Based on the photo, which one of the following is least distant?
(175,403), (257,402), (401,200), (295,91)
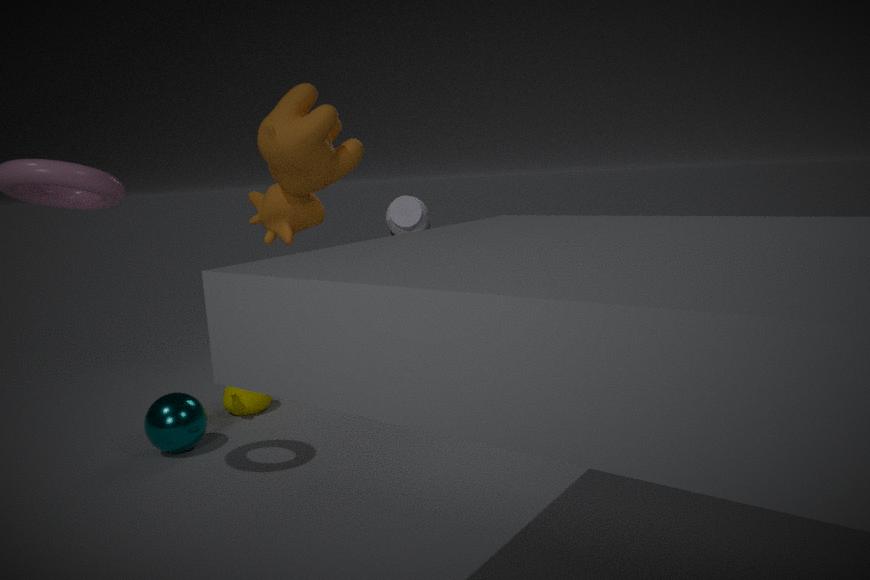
(295,91)
